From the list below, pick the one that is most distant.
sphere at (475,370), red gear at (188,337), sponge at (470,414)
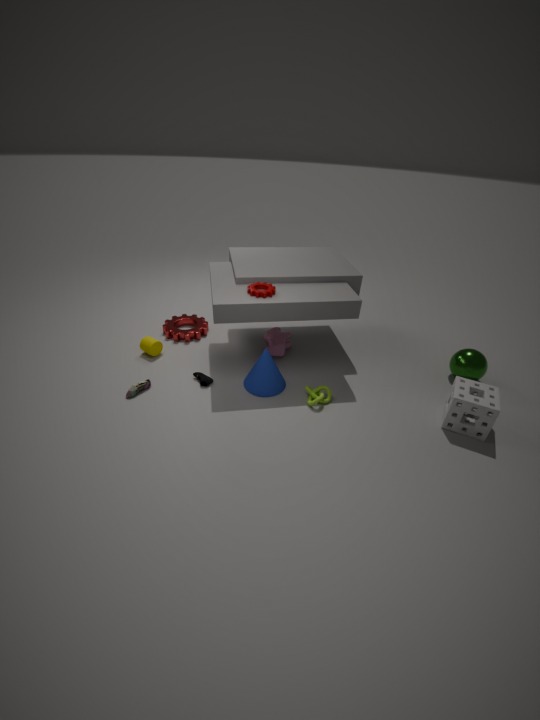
red gear at (188,337)
